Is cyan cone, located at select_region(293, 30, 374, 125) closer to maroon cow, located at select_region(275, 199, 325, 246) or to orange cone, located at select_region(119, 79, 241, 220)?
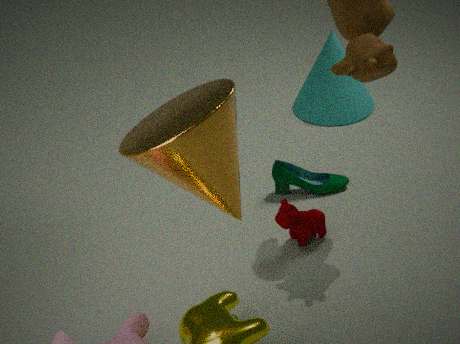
maroon cow, located at select_region(275, 199, 325, 246)
